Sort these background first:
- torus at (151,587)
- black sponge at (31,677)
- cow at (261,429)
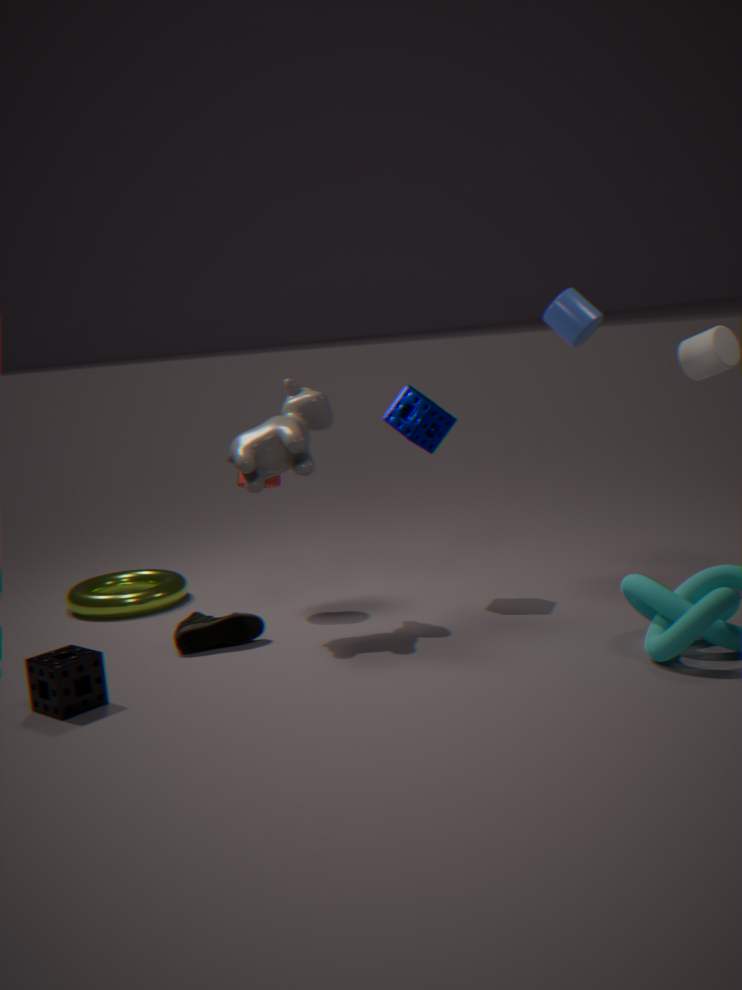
torus at (151,587) → cow at (261,429) → black sponge at (31,677)
